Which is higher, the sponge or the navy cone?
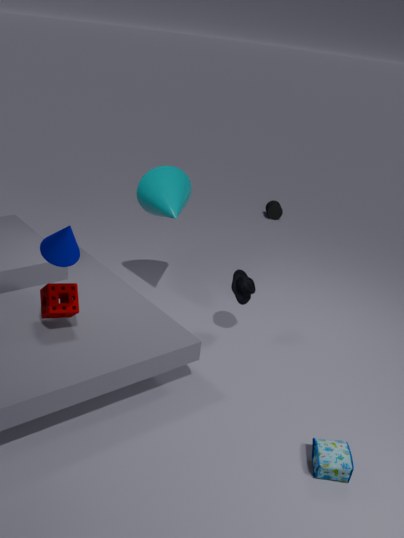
the navy cone
